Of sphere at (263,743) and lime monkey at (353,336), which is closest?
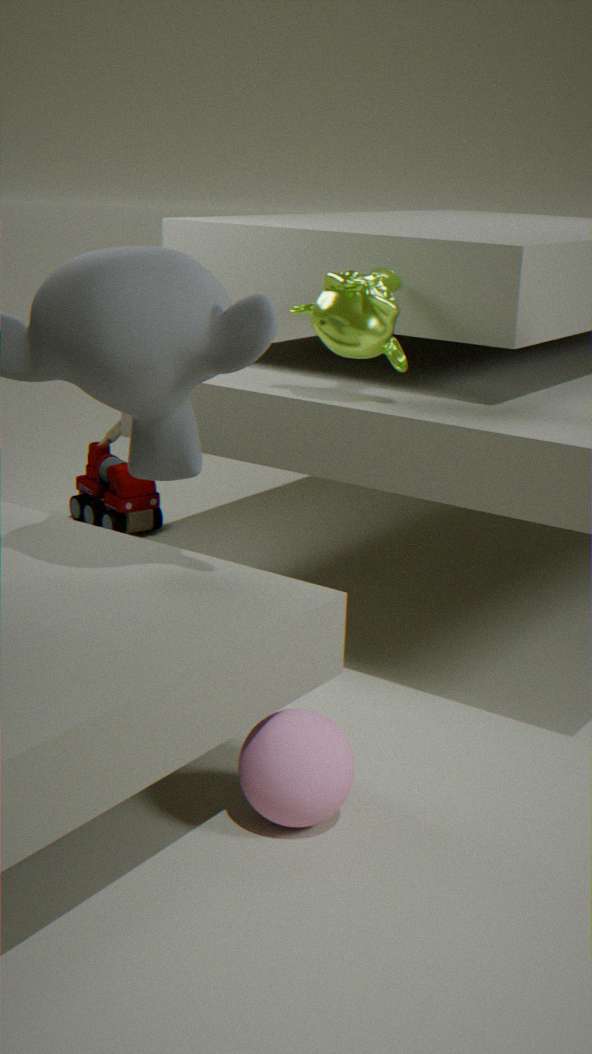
sphere at (263,743)
